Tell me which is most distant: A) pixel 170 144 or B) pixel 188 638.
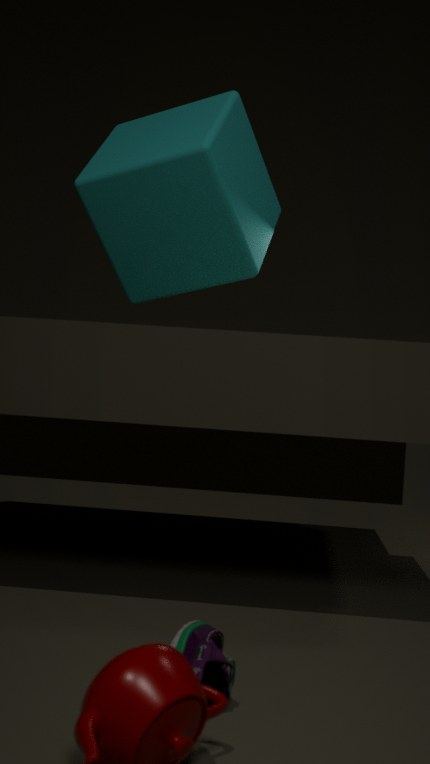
A. pixel 170 144
